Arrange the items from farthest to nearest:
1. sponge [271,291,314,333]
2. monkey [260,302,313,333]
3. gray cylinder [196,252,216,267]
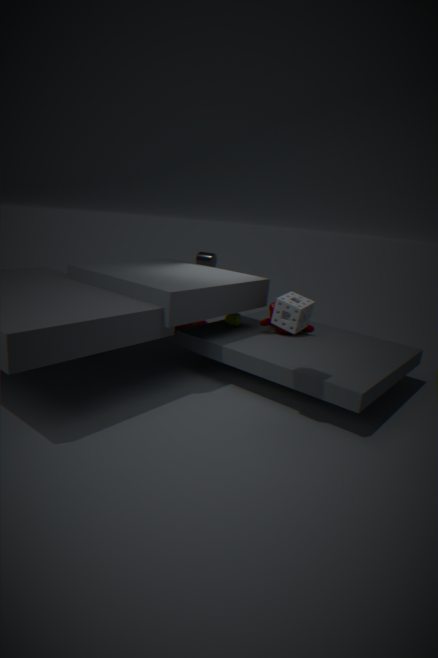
1. gray cylinder [196,252,216,267]
2. monkey [260,302,313,333]
3. sponge [271,291,314,333]
